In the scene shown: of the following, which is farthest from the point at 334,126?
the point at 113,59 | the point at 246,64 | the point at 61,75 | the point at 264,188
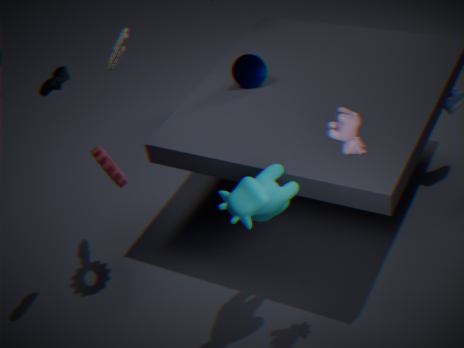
the point at 61,75
